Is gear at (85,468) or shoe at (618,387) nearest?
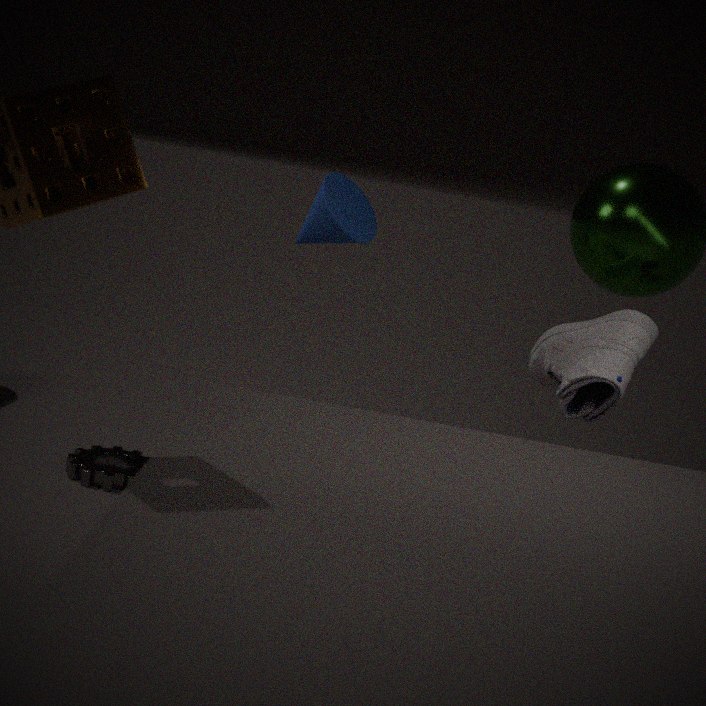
shoe at (618,387)
